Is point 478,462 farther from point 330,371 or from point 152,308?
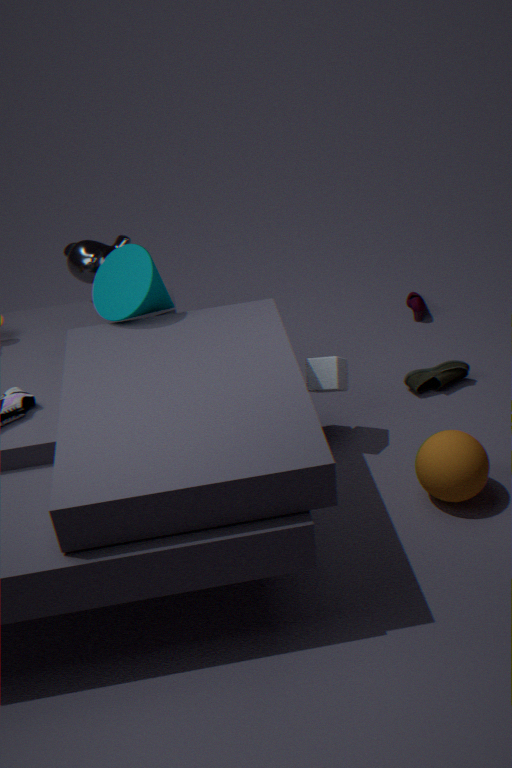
point 152,308
